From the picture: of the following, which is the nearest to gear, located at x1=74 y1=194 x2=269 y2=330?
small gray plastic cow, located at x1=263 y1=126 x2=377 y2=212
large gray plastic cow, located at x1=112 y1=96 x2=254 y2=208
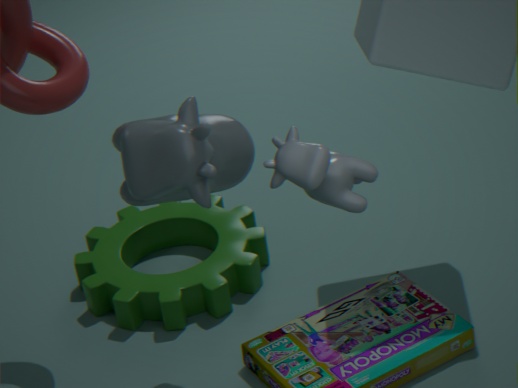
large gray plastic cow, located at x1=112 y1=96 x2=254 y2=208
